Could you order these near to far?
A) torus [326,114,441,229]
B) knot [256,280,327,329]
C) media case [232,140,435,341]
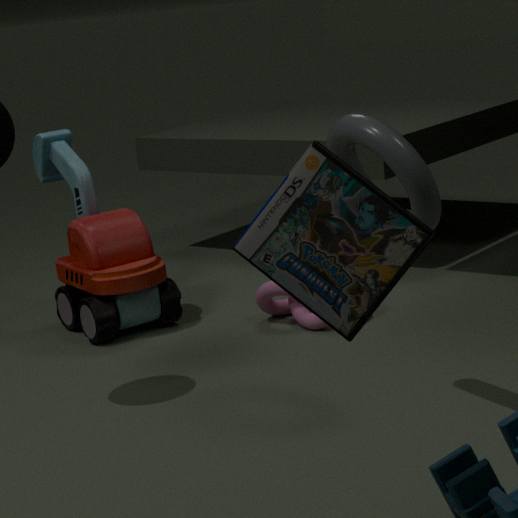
media case [232,140,435,341] → torus [326,114,441,229] → knot [256,280,327,329]
